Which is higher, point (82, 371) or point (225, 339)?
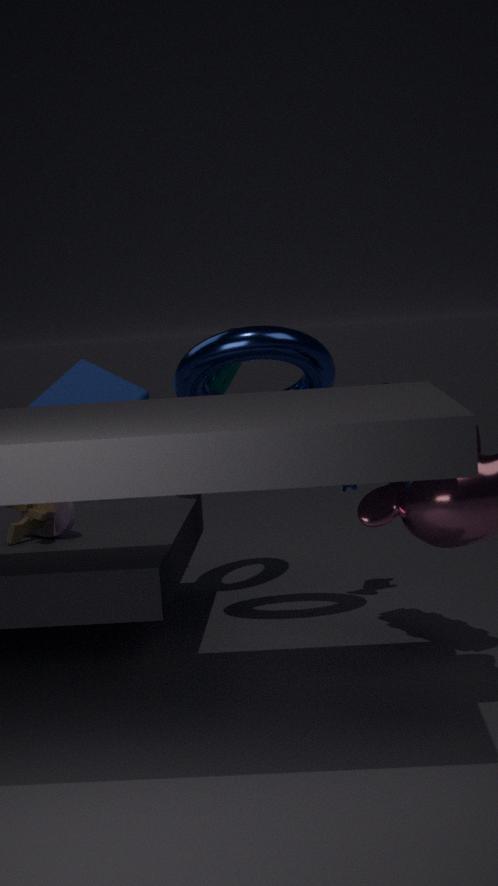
point (225, 339)
